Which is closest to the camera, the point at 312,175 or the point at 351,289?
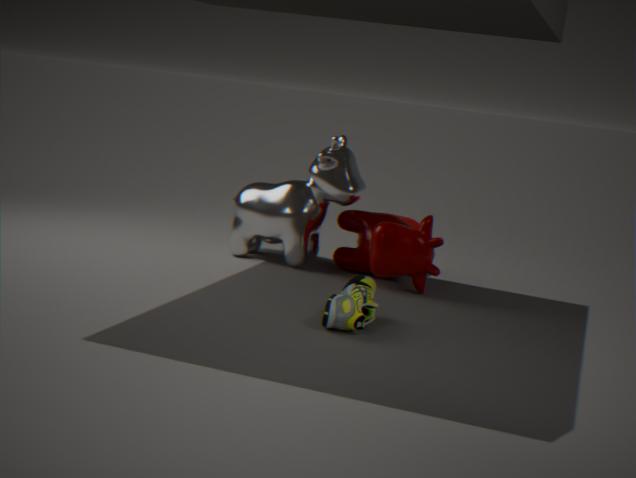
the point at 351,289
